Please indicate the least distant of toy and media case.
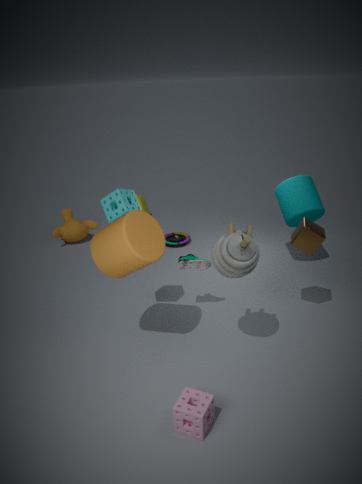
toy
